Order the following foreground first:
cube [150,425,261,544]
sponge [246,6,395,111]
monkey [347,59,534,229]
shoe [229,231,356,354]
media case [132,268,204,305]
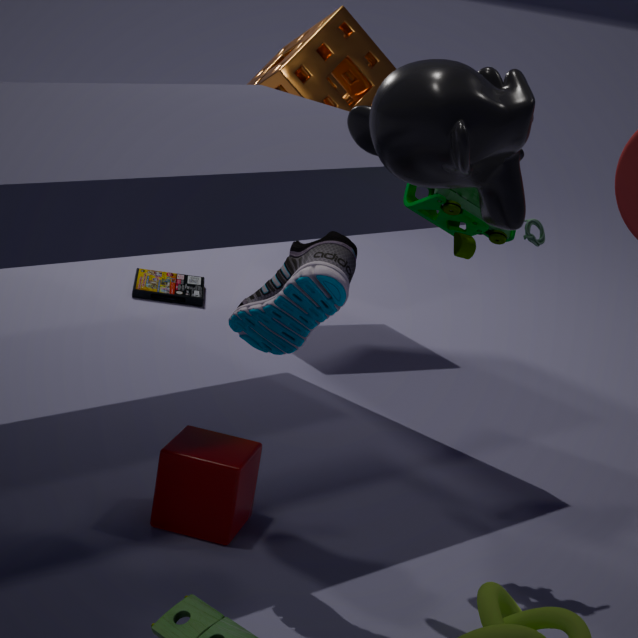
A: monkey [347,59,534,229] < shoe [229,231,356,354] < cube [150,425,261,544] < sponge [246,6,395,111] < media case [132,268,204,305]
